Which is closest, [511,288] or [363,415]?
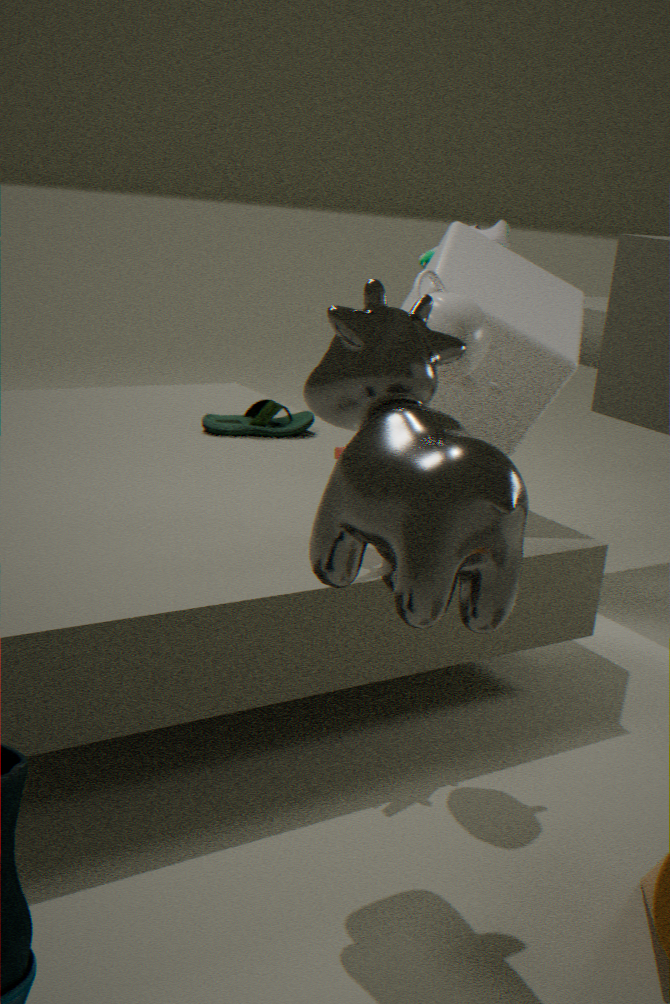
[363,415]
